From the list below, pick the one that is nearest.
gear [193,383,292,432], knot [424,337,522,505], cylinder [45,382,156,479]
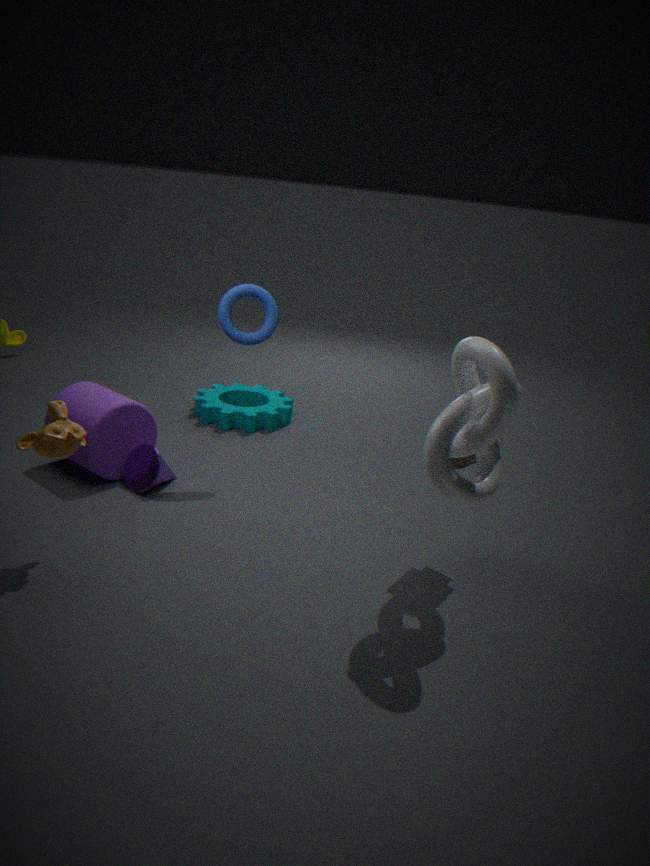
knot [424,337,522,505]
